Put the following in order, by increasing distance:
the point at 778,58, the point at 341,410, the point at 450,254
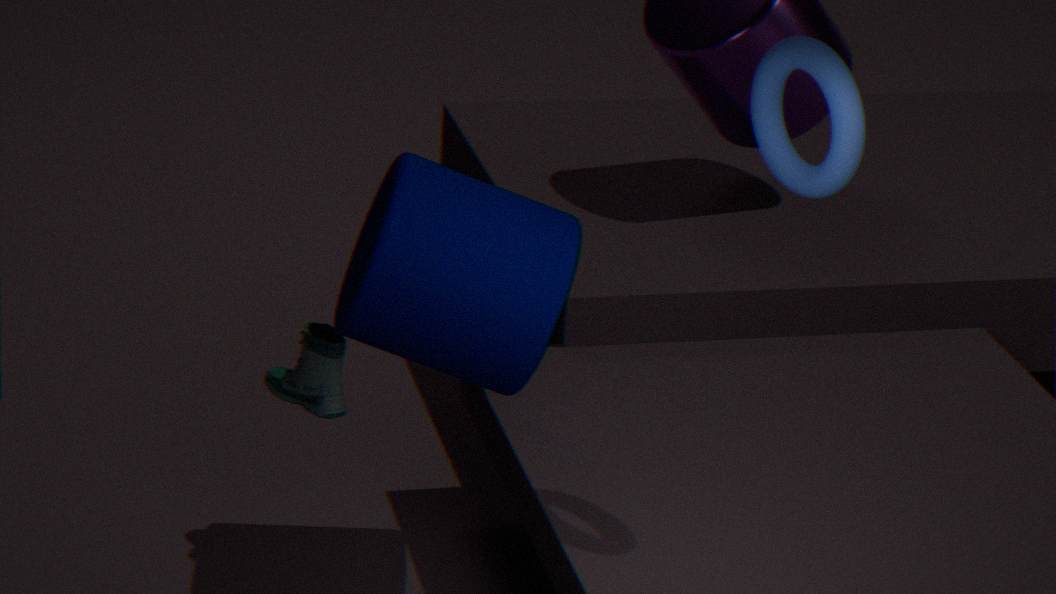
1. the point at 778,58
2. the point at 450,254
3. the point at 341,410
